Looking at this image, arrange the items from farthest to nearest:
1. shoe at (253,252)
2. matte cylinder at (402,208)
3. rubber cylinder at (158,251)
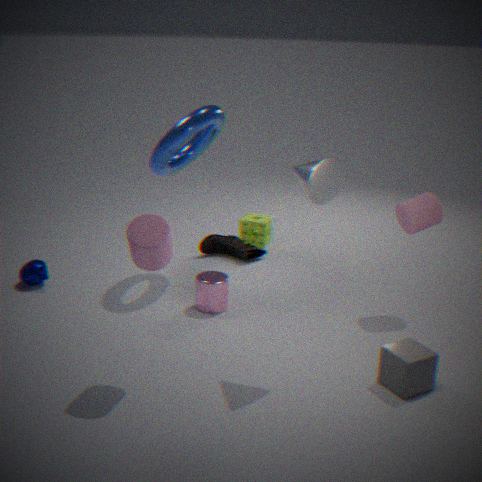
shoe at (253,252), matte cylinder at (402,208), rubber cylinder at (158,251)
